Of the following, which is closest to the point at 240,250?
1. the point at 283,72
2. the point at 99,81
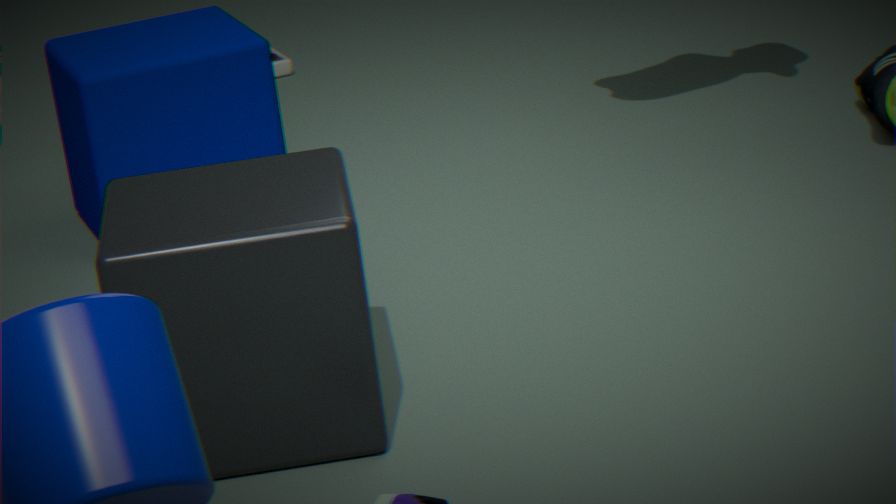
the point at 99,81
